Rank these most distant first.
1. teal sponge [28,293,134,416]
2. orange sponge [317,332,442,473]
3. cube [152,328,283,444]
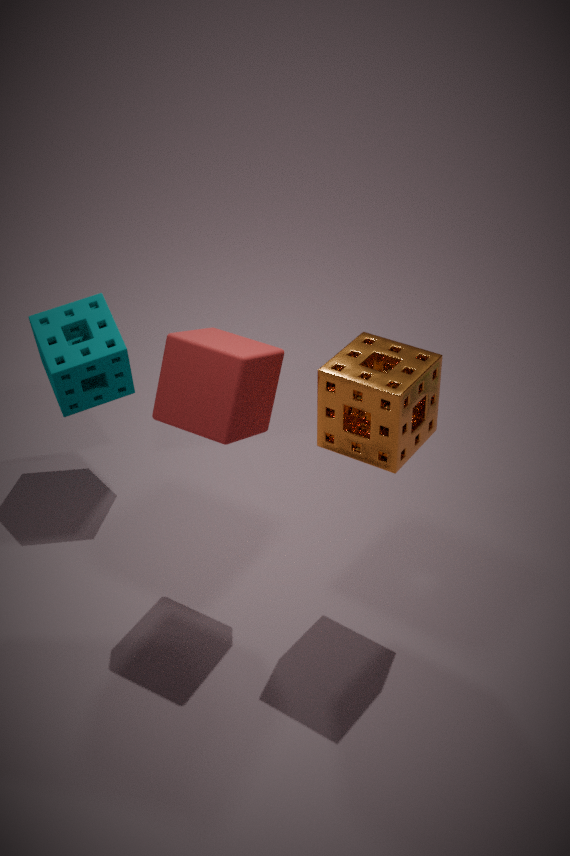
teal sponge [28,293,134,416]
cube [152,328,283,444]
orange sponge [317,332,442,473]
